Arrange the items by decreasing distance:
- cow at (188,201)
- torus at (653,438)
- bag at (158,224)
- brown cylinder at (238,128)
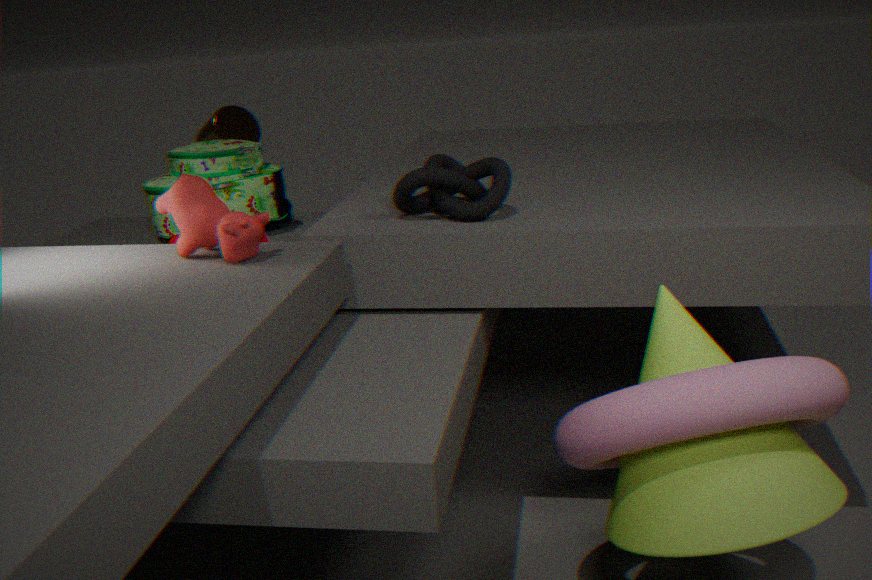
brown cylinder at (238,128) < bag at (158,224) < cow at (188,201) < torus at (653,438)
